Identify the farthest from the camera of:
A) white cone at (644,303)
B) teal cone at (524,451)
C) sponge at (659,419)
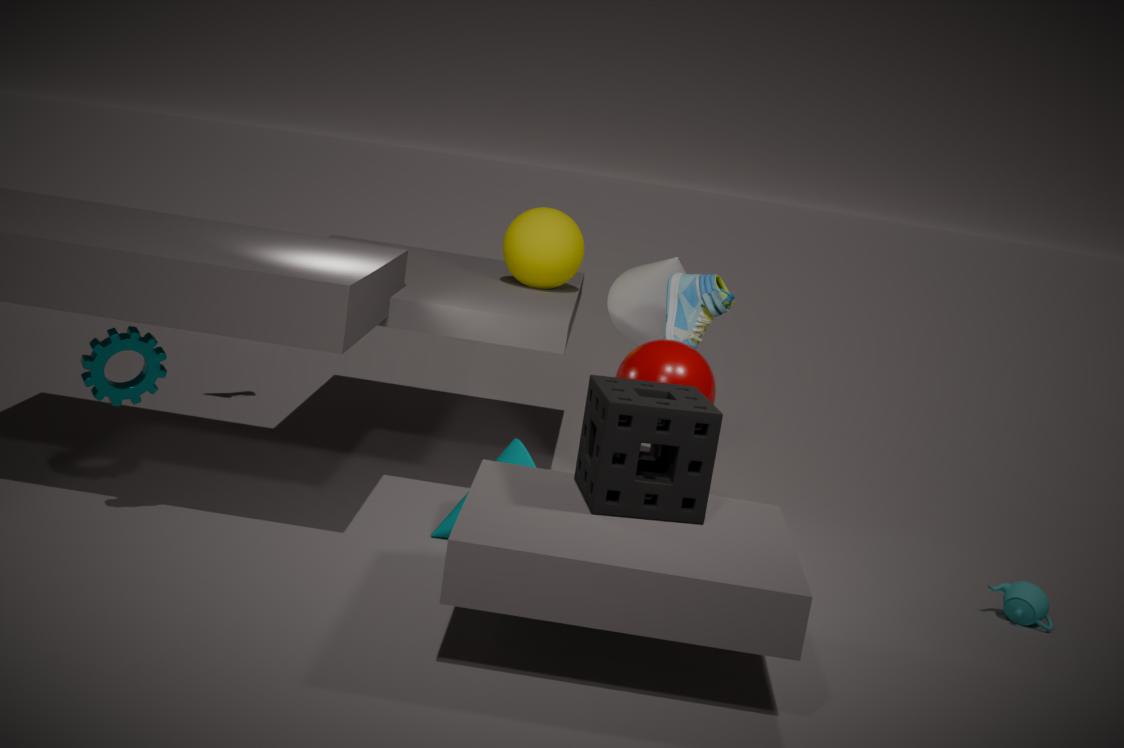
A. white cone at (644,303)
